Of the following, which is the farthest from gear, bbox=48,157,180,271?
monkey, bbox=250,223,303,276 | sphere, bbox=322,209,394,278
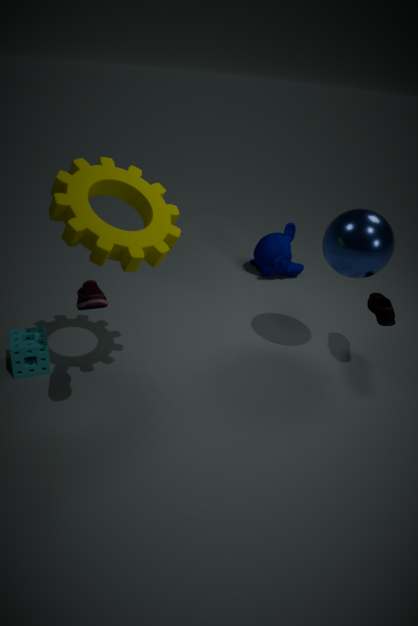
monkey, bbox=250,223,303,276
